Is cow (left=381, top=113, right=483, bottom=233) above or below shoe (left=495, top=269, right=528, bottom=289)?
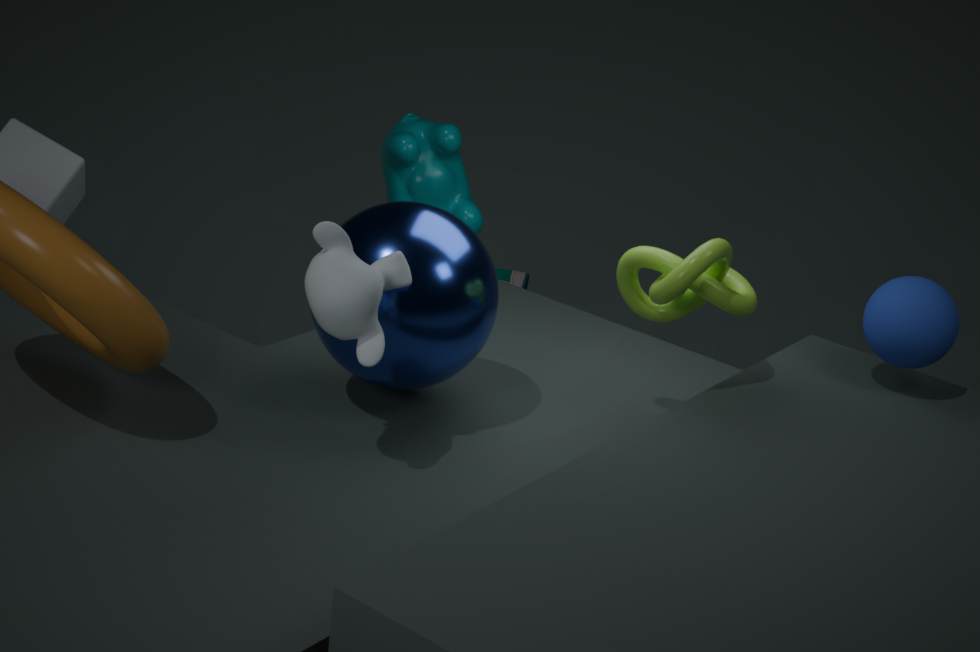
above
